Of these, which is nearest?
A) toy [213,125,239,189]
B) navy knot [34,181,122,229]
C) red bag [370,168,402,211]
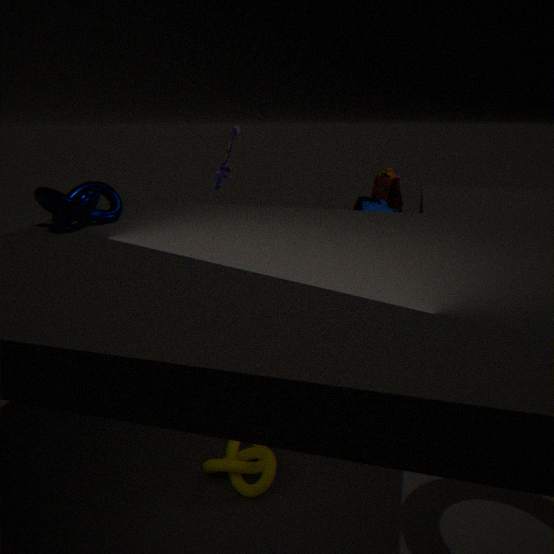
navy knot [34,181,122,229]
